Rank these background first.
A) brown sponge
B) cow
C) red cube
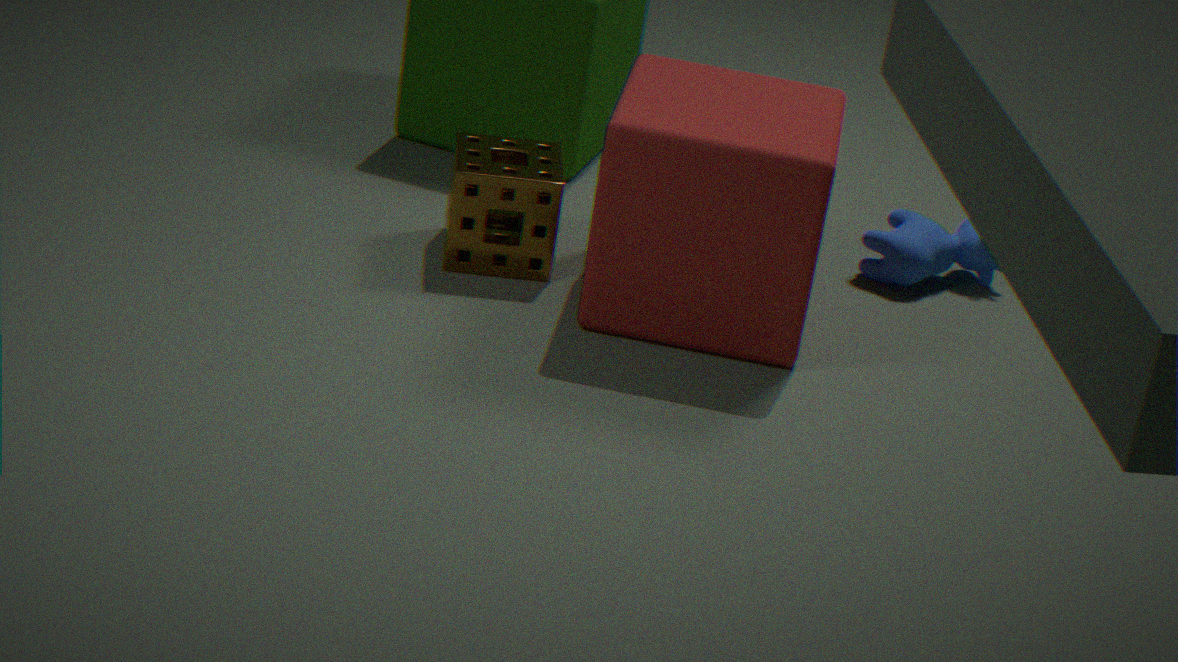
cow < brown sponge < red cube
